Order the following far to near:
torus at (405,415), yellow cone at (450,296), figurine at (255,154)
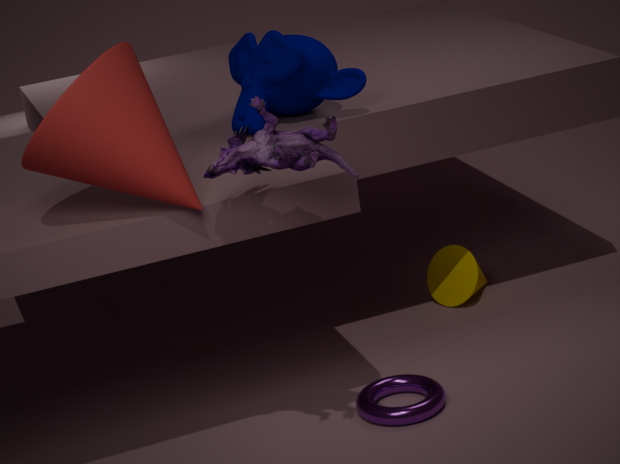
1. yellow cone at (450,296)
2. torus at (405,415)
3. figurine at (255,154)
